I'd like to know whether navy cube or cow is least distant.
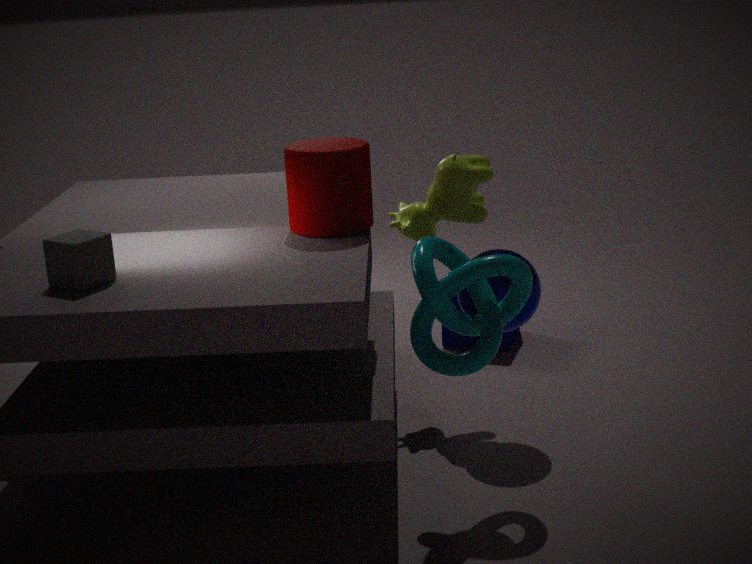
cow
